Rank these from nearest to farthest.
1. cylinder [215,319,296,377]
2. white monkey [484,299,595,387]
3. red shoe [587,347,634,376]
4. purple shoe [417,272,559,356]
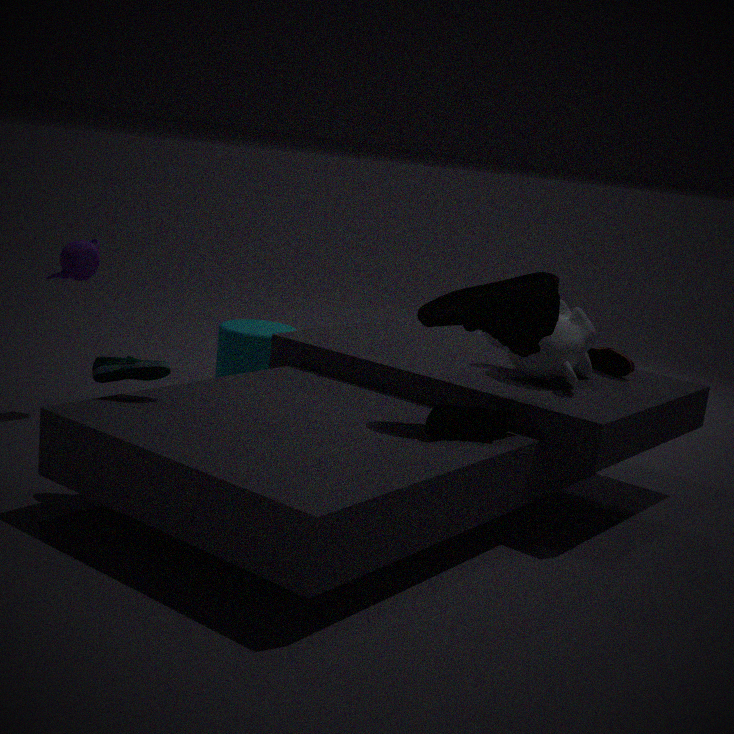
purple shoe [417,272,559,356]
white monkey [484,299,595,387]
red shoe [587,347,634,376]
cylinder [215,319,296,377]
